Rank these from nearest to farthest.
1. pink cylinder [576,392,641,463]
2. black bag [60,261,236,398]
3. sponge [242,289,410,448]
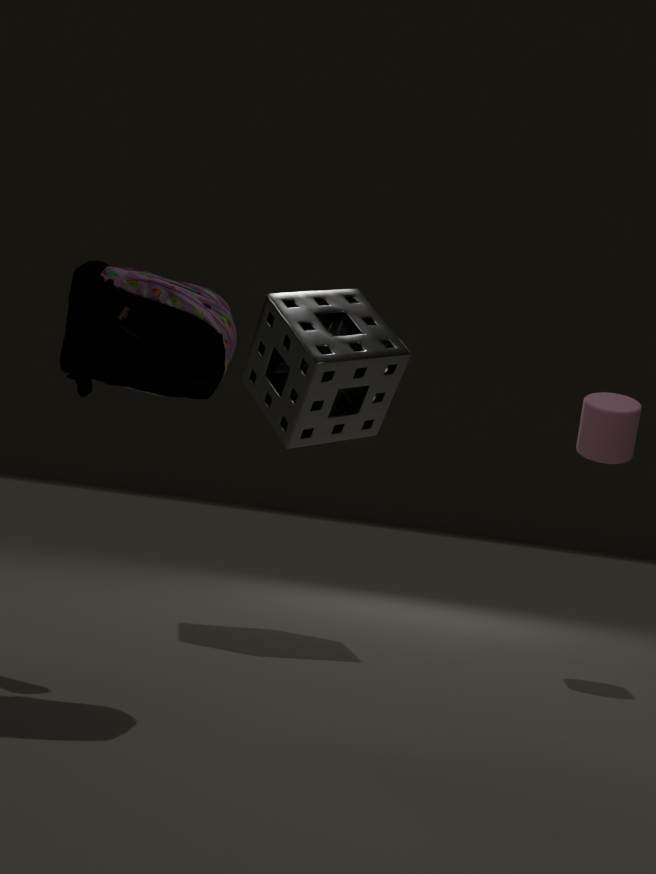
1. black bag [60,261,236,398]
2. sponge [242,289,410,448]
3. pink cylinder [576,392,641,463]
